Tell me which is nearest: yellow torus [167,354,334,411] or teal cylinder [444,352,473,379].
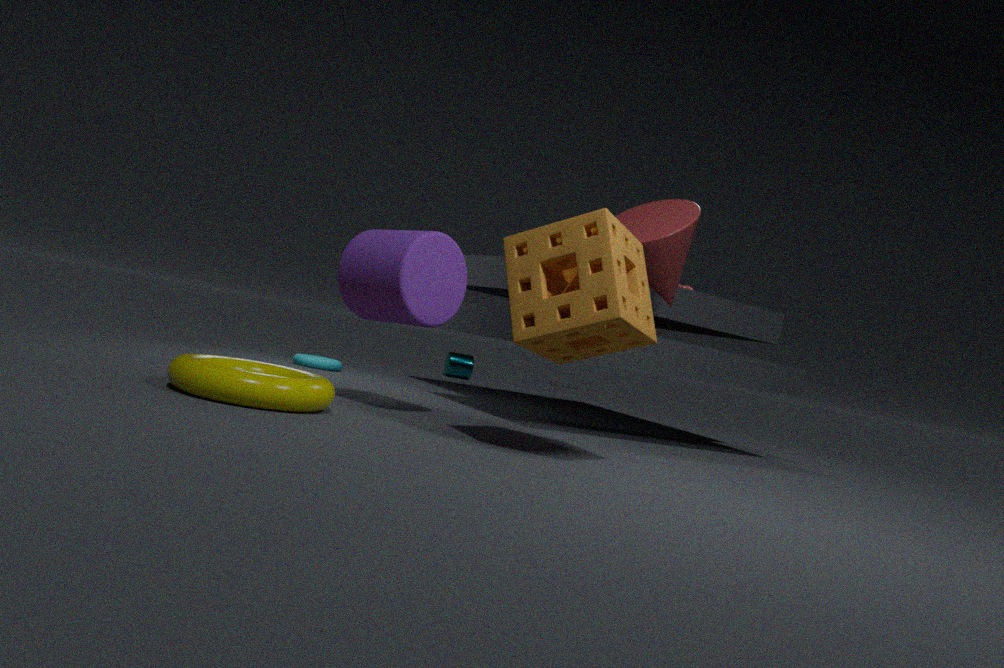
yellow torus [167,354,334,411]
